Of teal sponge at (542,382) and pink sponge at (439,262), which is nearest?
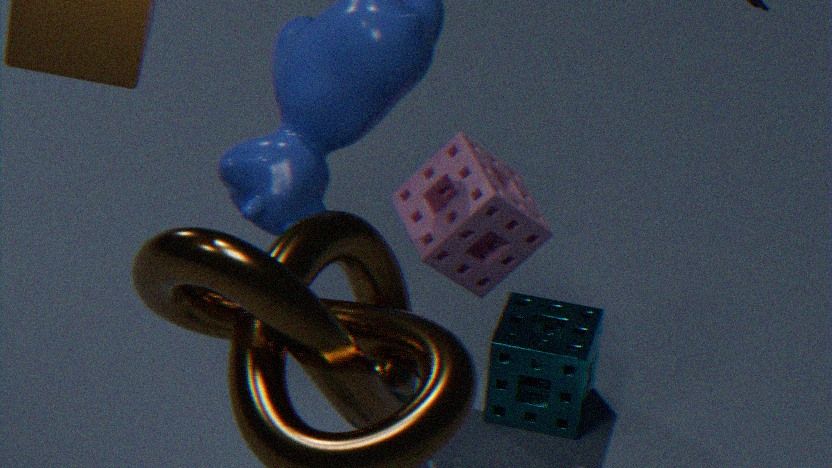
pink sponge at (439,262)
